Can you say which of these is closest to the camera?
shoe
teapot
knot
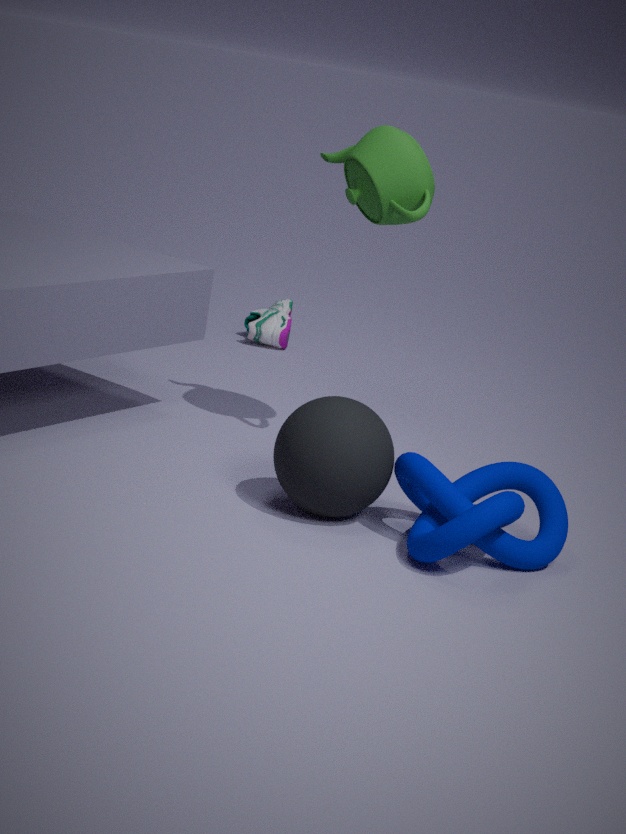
knot
